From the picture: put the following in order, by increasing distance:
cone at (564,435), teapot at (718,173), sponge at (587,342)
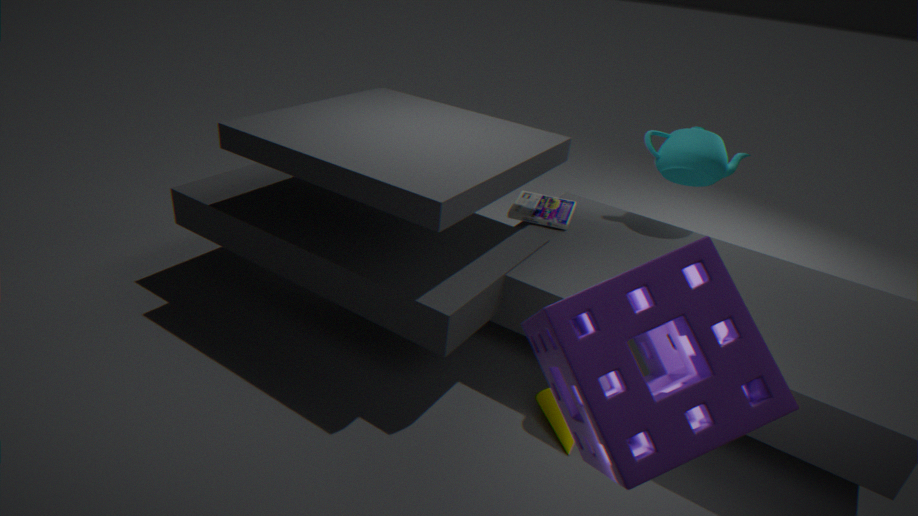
sponge at (587,342) < cone at (564,435) < teapot at (718,173)
